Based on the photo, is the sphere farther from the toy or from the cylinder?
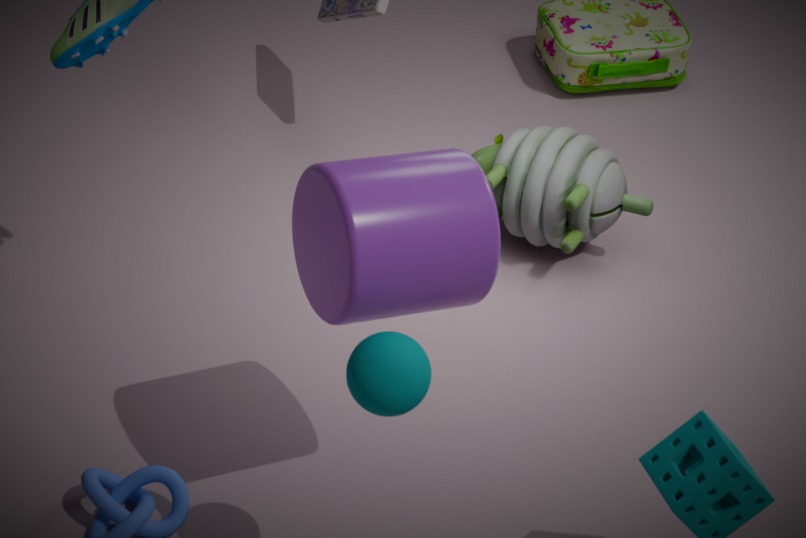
the toy
